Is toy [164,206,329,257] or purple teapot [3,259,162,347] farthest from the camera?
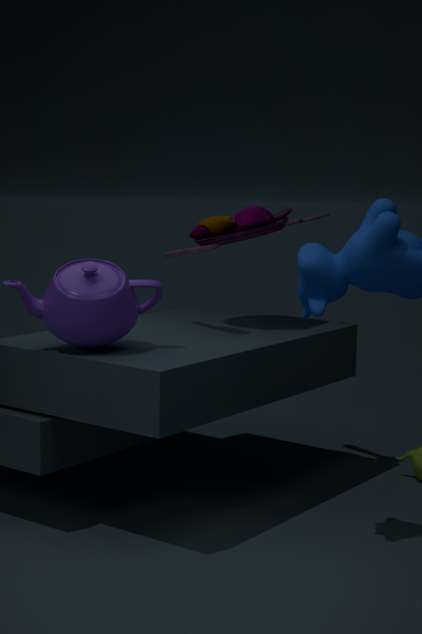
toy [164,206,329,257]
